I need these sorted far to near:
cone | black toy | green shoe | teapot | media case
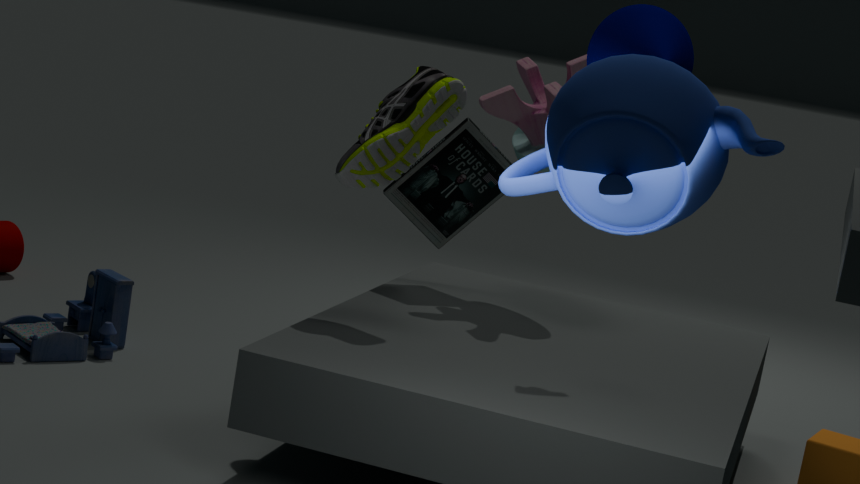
media case
black toy
green shoe
cone
teapot
